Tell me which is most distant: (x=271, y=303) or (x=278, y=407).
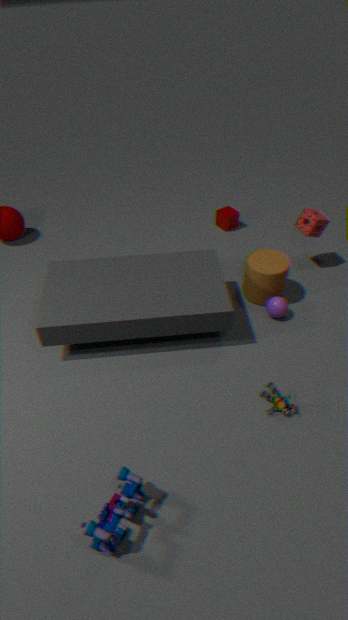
(x=271, y=303)
